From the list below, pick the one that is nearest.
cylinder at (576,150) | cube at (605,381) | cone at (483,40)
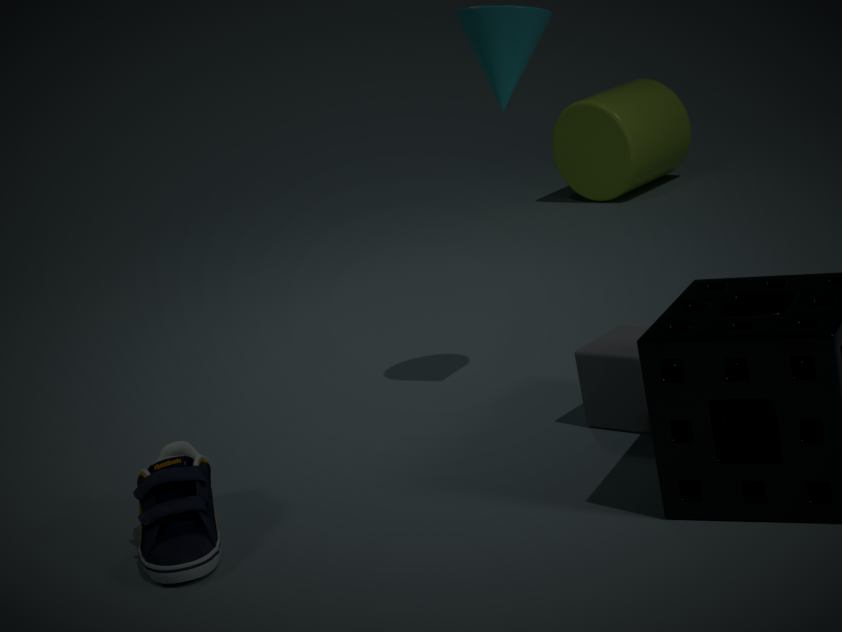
cube at (605,381)
